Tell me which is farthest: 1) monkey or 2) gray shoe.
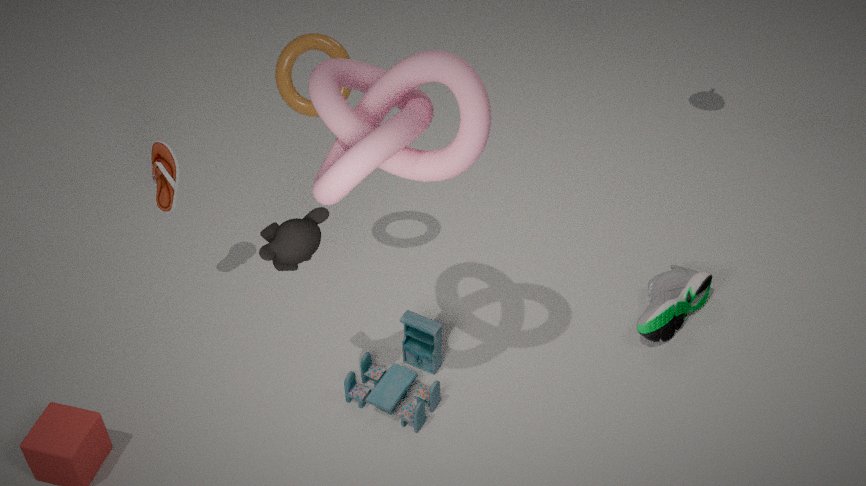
2. gray shoe
